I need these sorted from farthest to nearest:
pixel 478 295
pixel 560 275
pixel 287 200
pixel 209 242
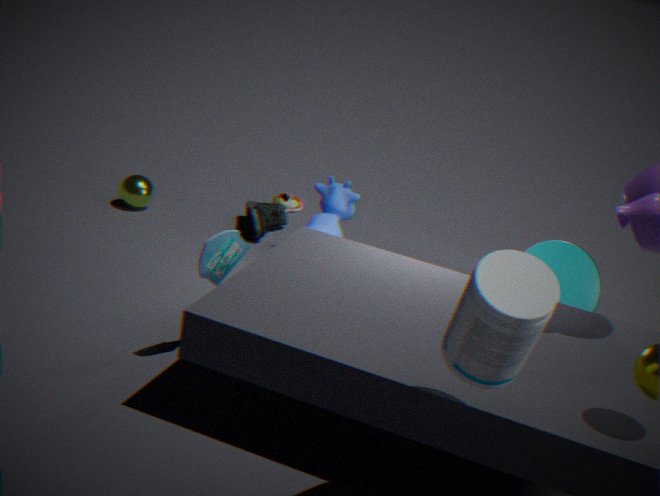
pixel 287 200, pixel 560 275, pixel 209 242, pixel 478 295
